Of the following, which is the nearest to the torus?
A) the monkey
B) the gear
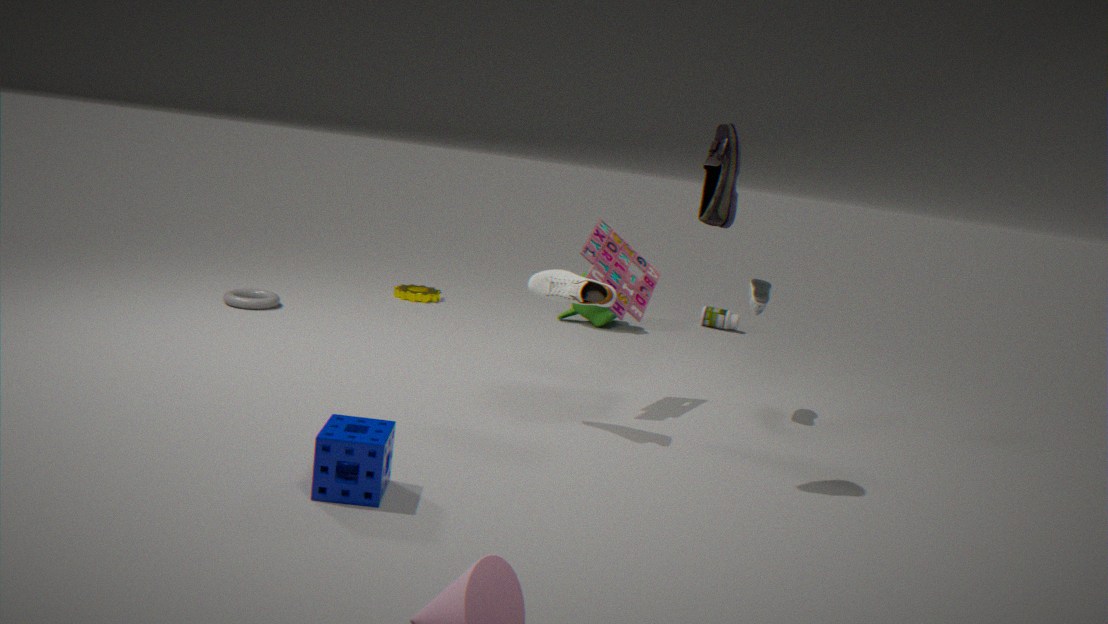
the gear
